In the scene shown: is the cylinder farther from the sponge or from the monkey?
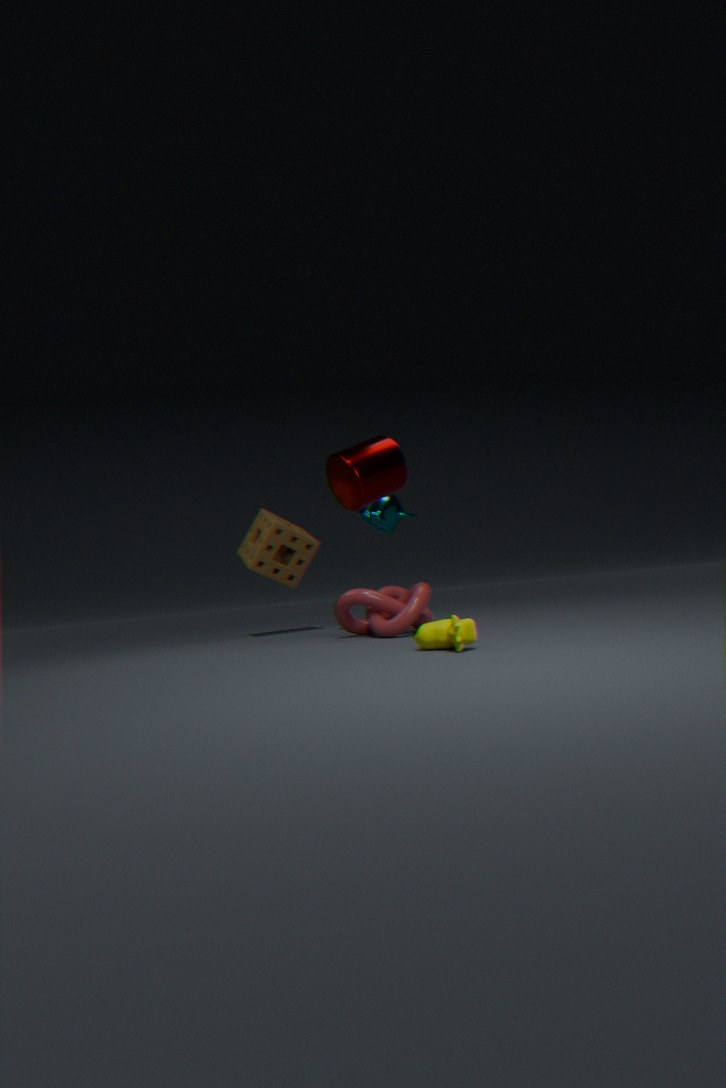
the monkey
